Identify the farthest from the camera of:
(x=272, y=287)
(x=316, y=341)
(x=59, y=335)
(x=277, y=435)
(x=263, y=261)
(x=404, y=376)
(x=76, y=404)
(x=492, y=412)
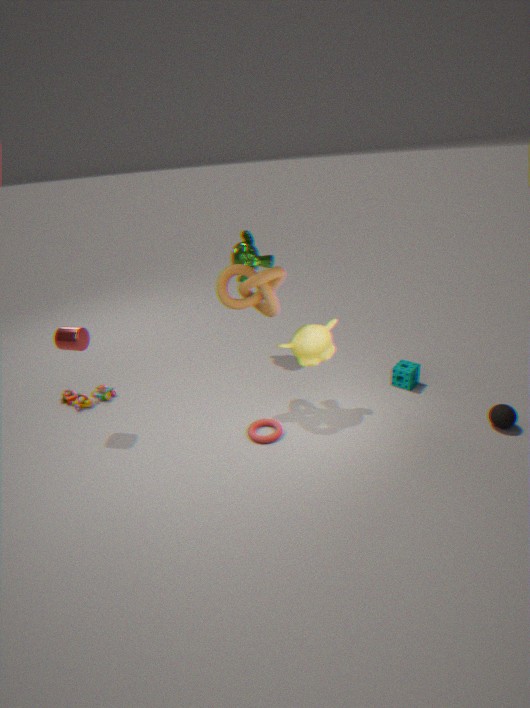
(x=263, y=261)
